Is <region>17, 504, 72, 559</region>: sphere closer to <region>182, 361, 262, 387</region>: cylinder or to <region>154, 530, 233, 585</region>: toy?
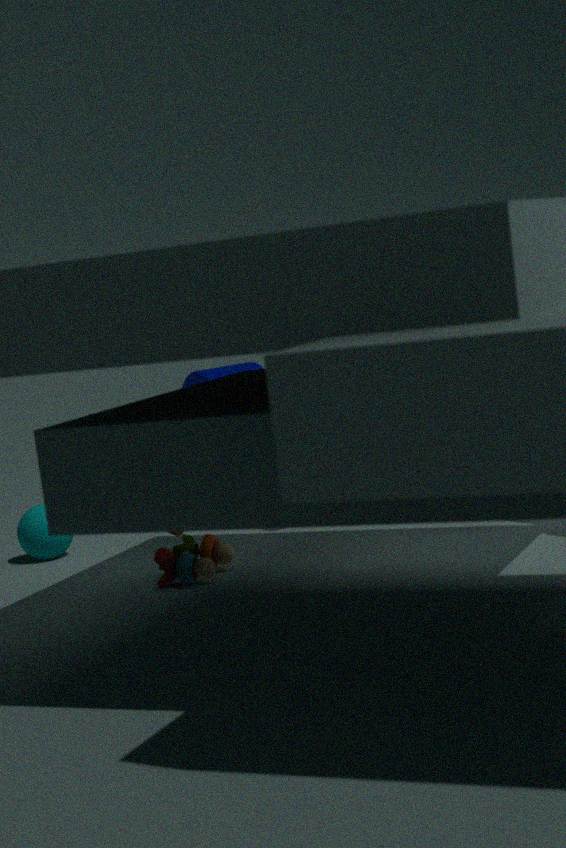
<region>154, 530, 233, 585</region>: toy
